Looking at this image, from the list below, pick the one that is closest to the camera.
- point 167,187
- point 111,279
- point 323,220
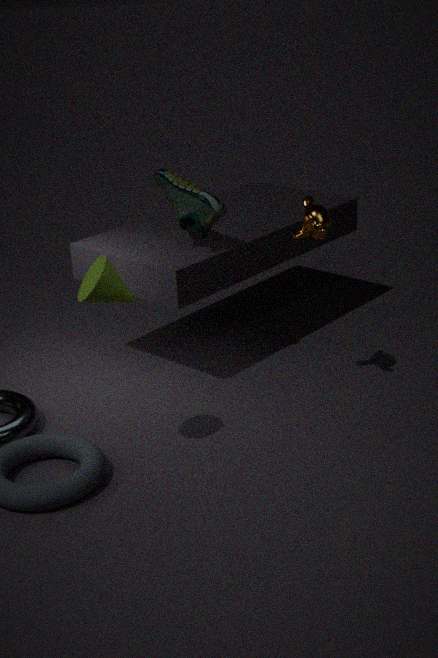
point 111,279
